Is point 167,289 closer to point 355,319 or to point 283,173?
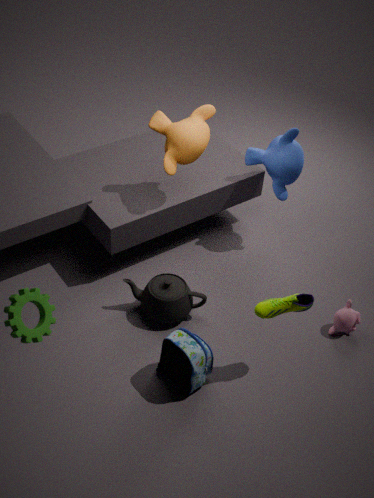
point 355,319
